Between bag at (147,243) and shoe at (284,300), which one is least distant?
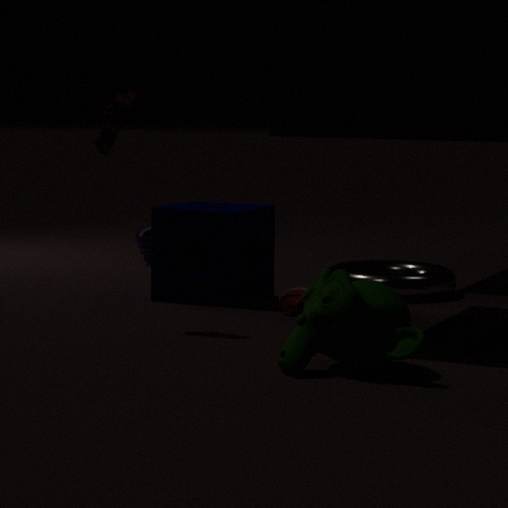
shoe at (284,300)
